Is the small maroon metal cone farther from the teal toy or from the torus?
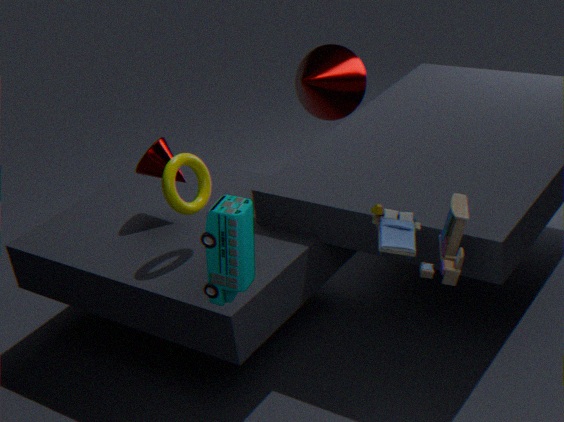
the teal toy
